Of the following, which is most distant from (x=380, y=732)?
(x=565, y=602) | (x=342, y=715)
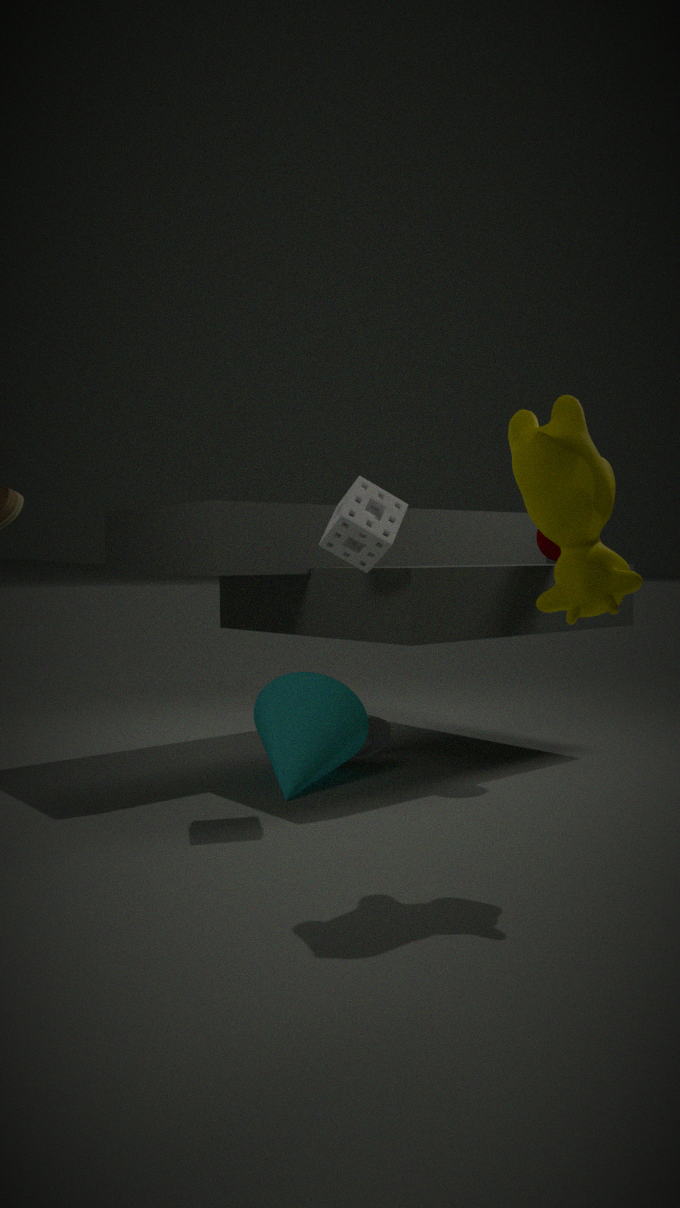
(x=565, y=602)
